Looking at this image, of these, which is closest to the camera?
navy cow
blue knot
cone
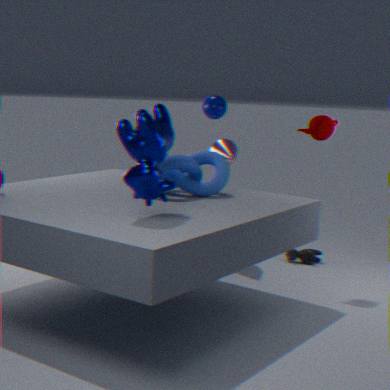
navy cow
